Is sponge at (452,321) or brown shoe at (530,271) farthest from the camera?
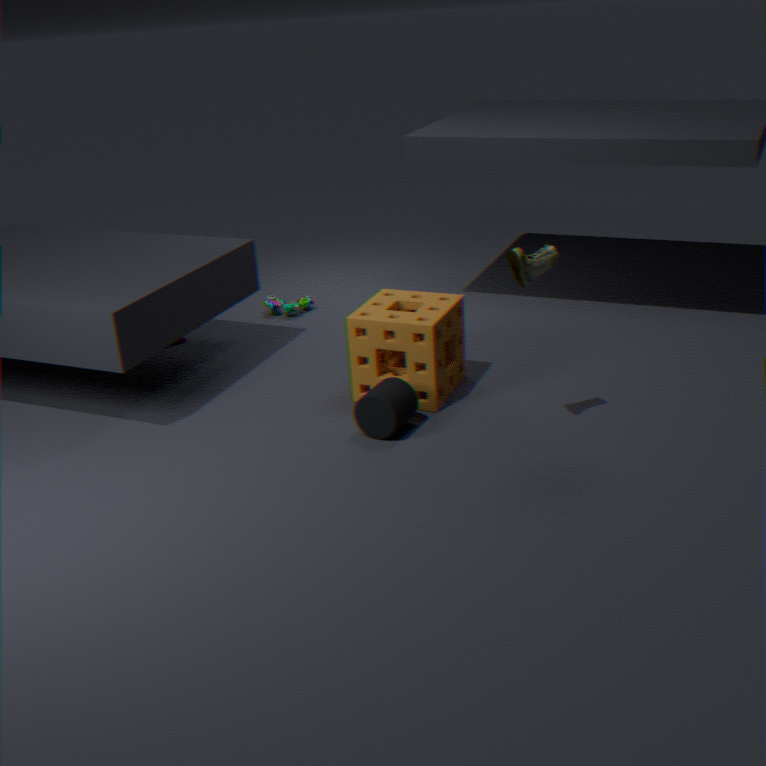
sponge at (452,321)
